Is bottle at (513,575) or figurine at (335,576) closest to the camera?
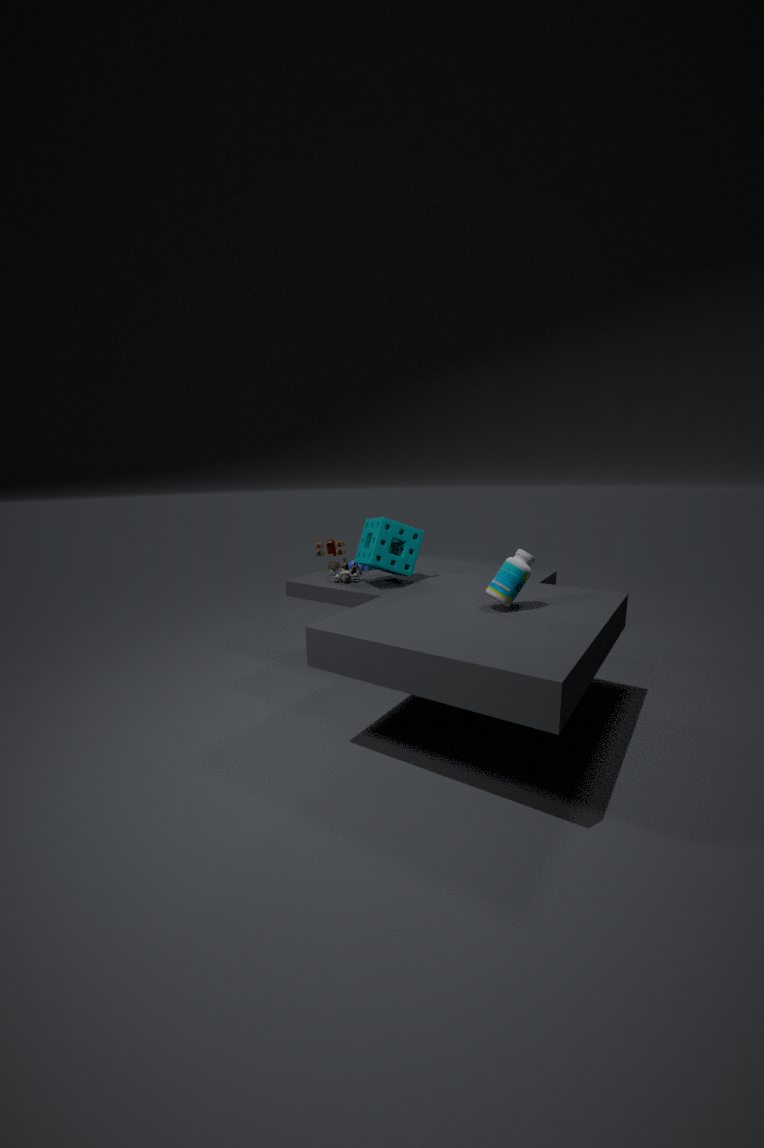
bottle at (513,575)
